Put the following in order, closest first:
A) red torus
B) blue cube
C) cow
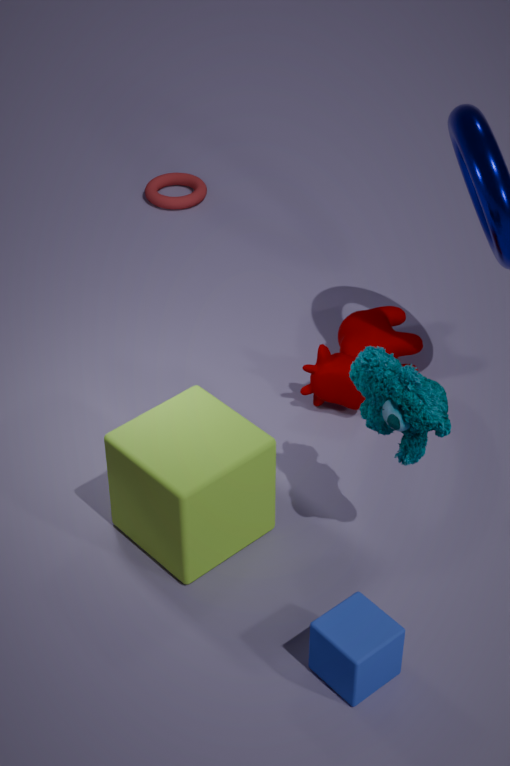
blue cube < cow < red torus
